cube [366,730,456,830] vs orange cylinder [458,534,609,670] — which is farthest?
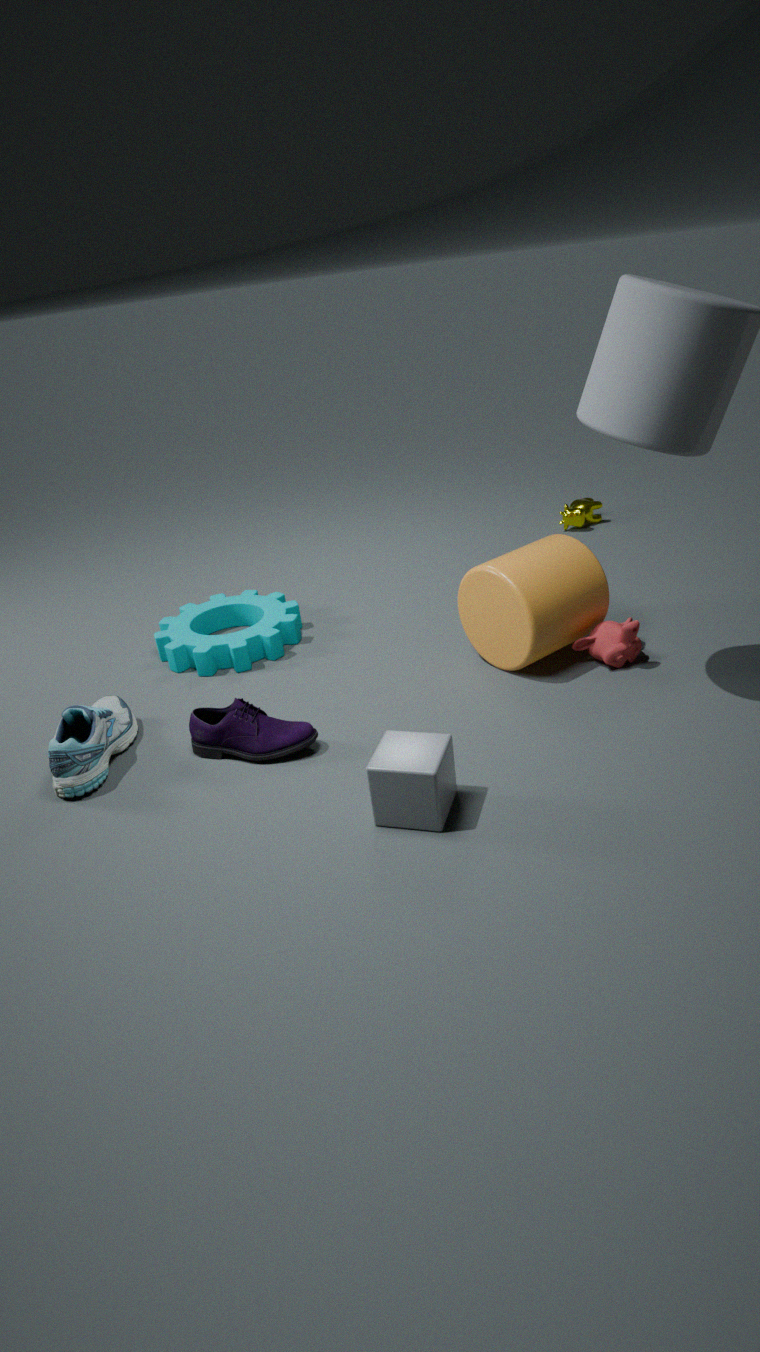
orange cylinder [458,534,609,670]
